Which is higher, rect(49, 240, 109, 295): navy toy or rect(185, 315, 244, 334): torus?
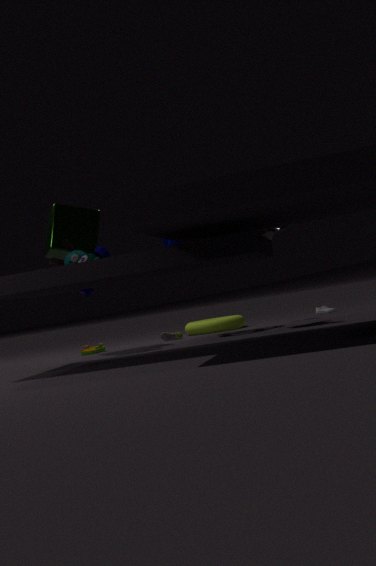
rect(49, 240, 109, 295): navy toy
